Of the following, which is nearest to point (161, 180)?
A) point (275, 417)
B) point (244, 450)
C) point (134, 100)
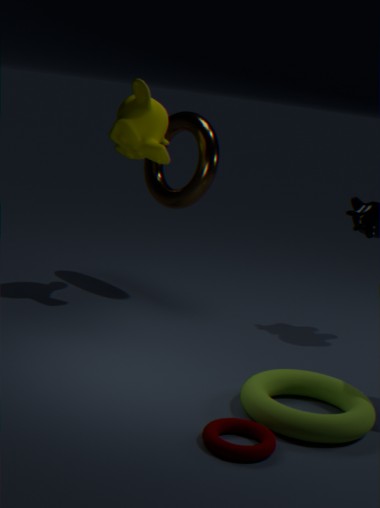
point (134, 100)
